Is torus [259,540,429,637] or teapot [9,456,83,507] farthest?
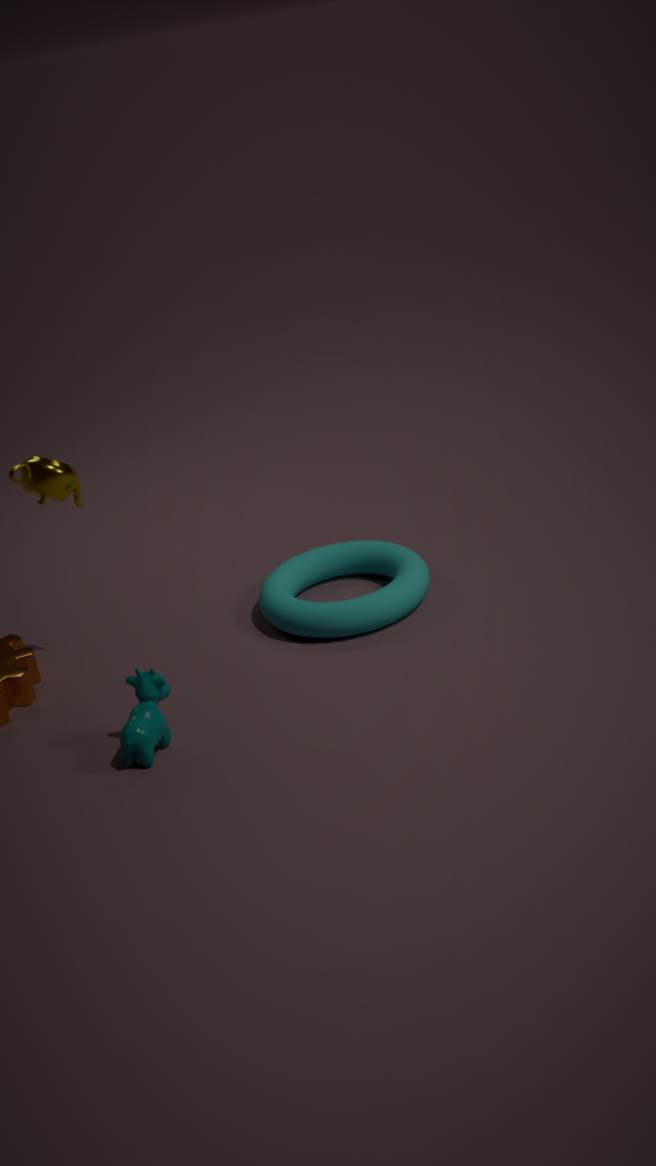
torus [259,540,429,637]
